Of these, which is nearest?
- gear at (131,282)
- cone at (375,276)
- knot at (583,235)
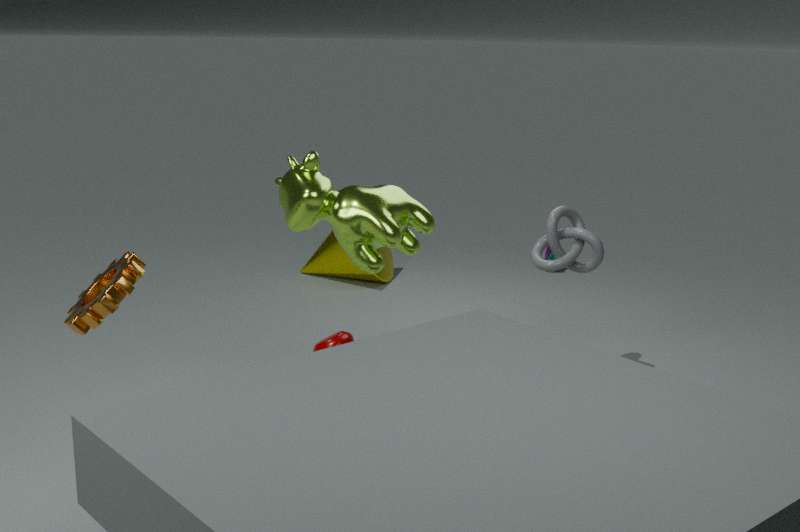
gear at (131,282)
